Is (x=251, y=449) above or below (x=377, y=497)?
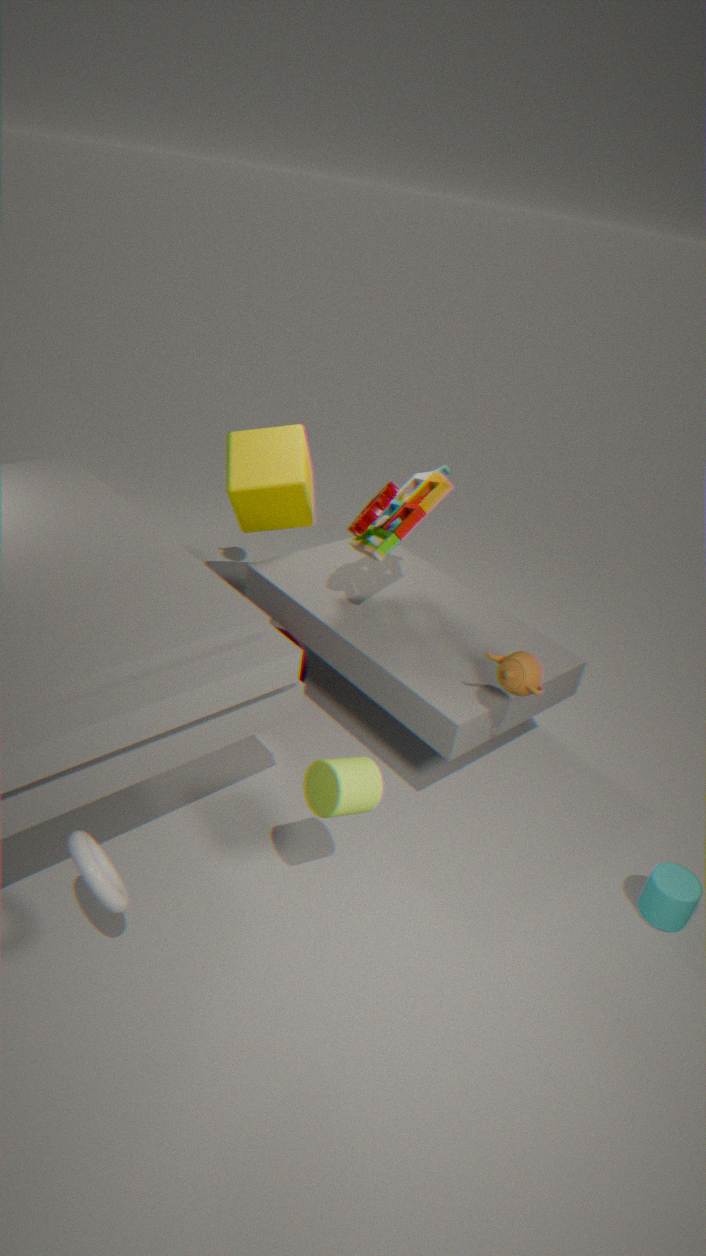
below
